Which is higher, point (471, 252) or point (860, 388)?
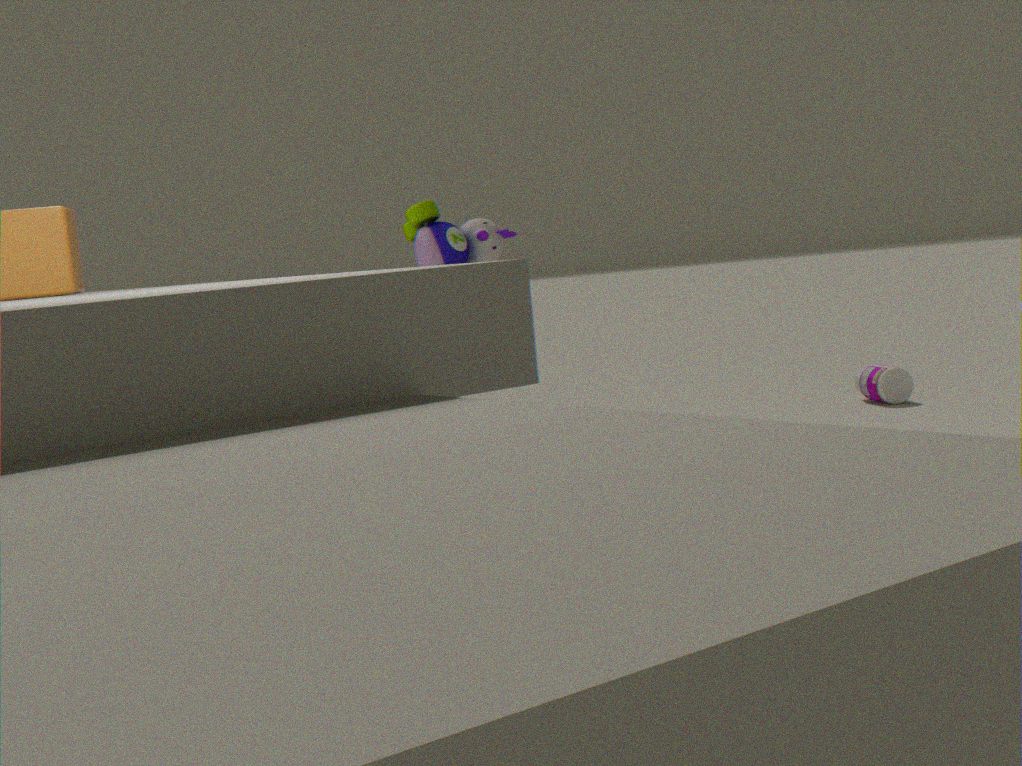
point (471, 252)
